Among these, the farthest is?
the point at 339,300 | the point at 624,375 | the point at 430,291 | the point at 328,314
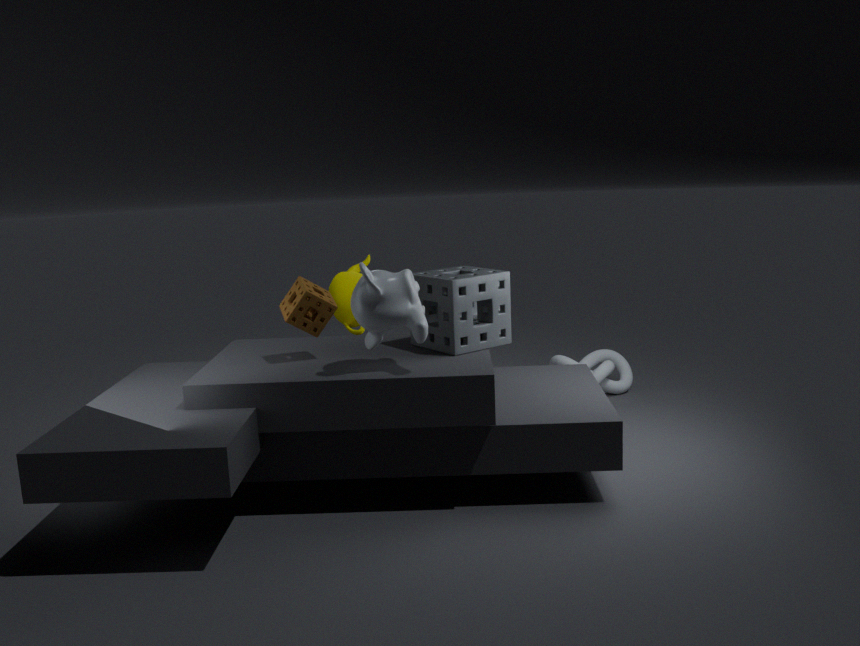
the point at 624,375
